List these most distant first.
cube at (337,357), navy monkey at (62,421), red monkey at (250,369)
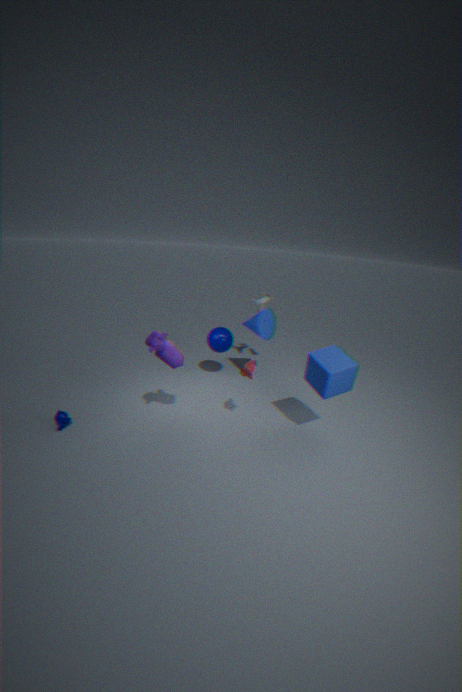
navy monkey at (62,421)
red monkey at (250,369)
cube at (337,357)
